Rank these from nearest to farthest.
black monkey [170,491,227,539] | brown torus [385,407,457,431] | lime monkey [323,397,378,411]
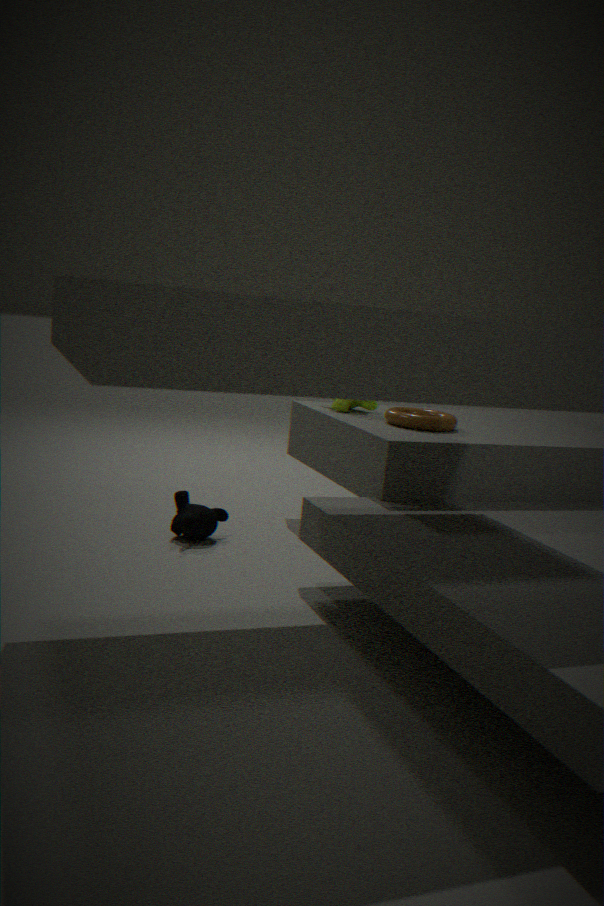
black monkey [170,491,227,539] → brown torus [385,407,457,431] → lime monkey [323,397,378,411]
